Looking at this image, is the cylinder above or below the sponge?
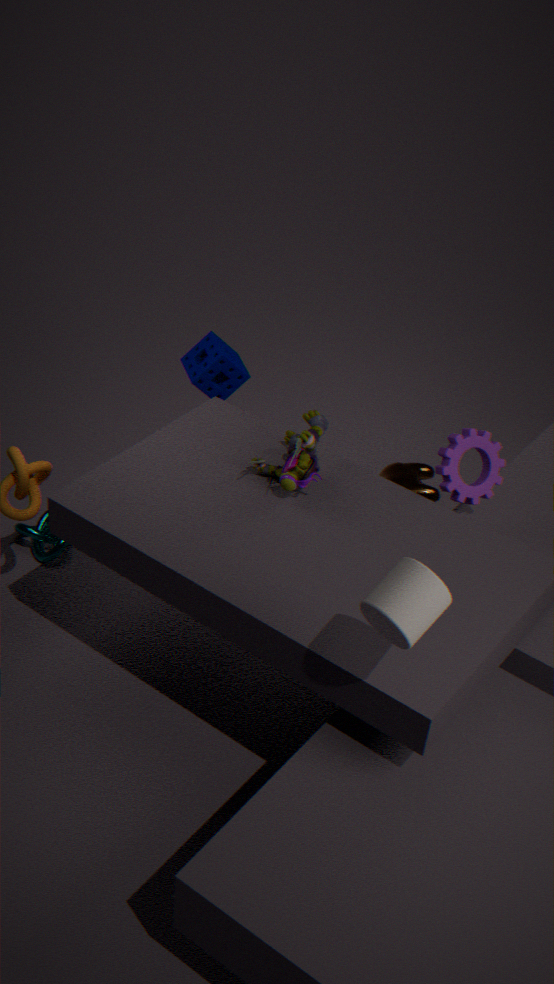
above
